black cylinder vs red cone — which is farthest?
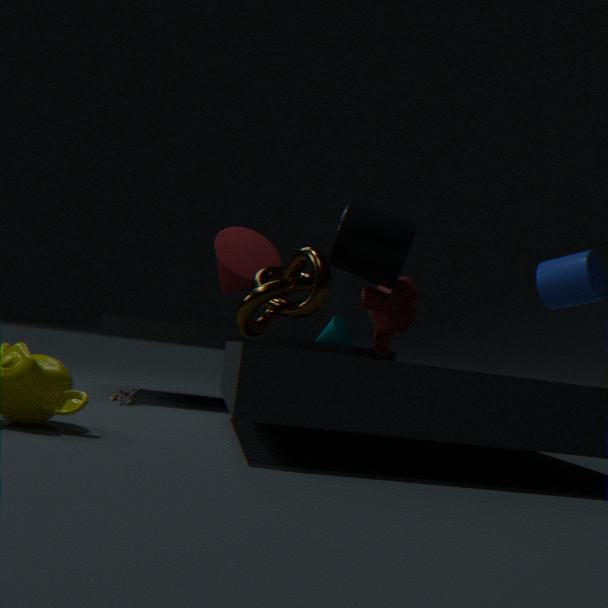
red cone
